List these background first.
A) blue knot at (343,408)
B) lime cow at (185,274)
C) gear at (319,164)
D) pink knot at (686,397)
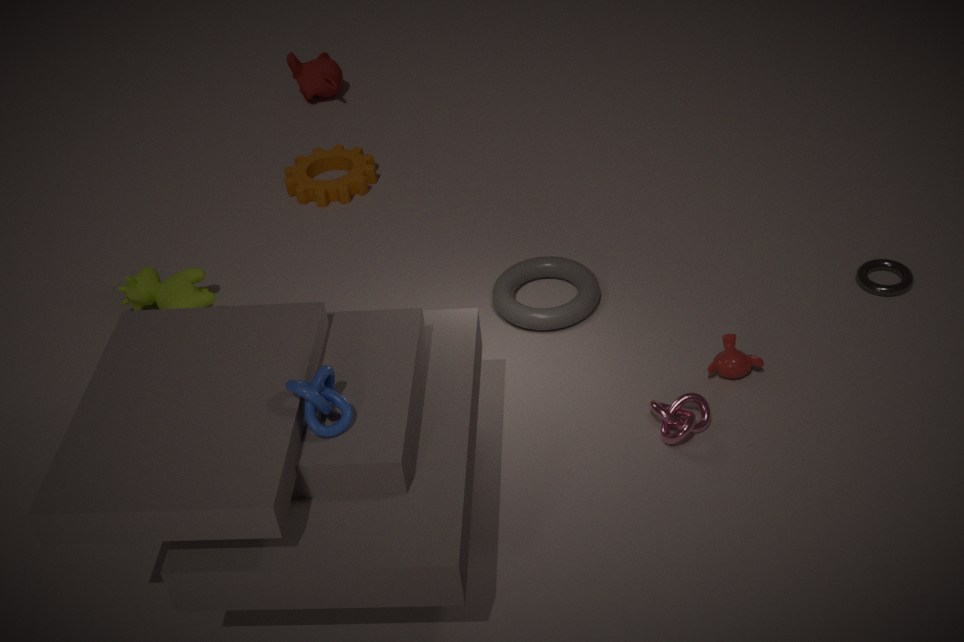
gear at (319,164)
lime cow at (185,274)
pink knot at (686,397)
blue knot at (343,408)
